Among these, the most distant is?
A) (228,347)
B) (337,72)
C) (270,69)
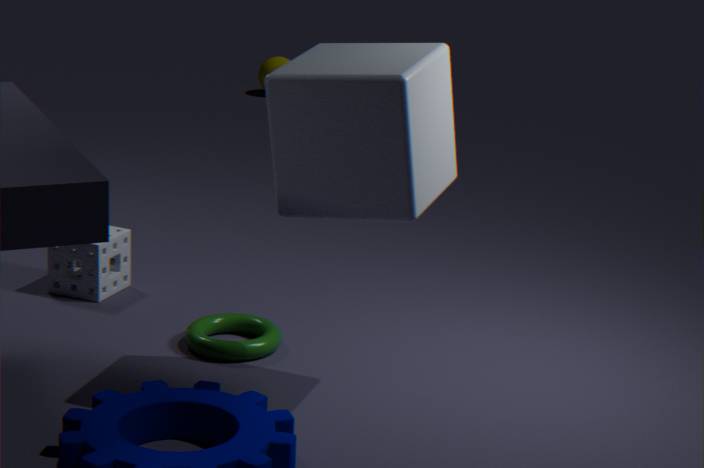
(270,69)
